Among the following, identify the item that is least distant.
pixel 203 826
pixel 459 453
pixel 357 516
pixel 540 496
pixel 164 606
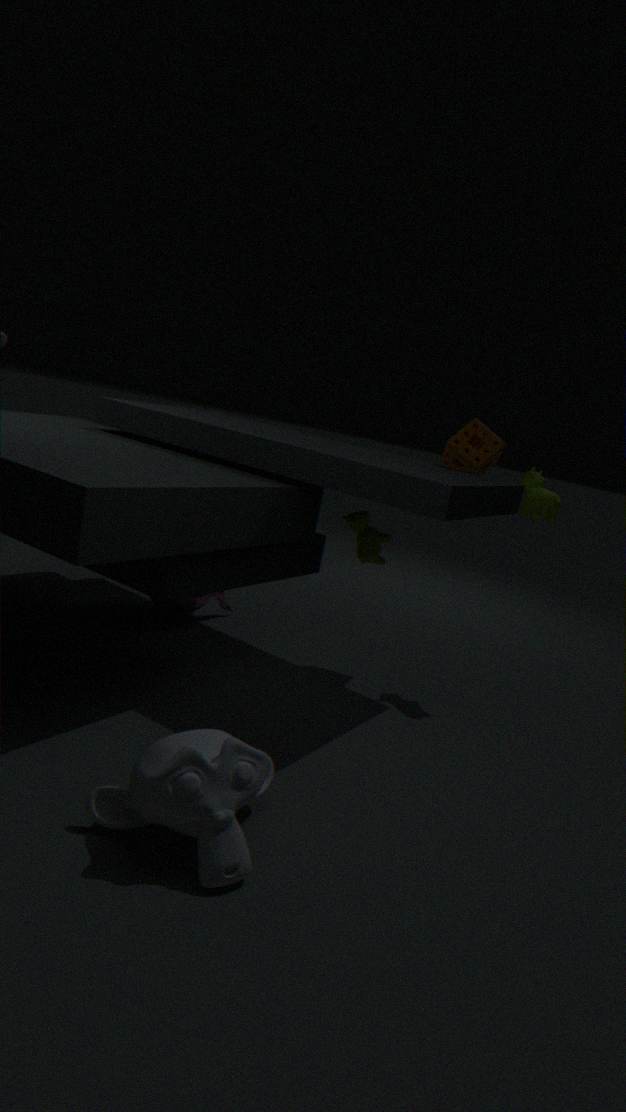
pixel 203 826
